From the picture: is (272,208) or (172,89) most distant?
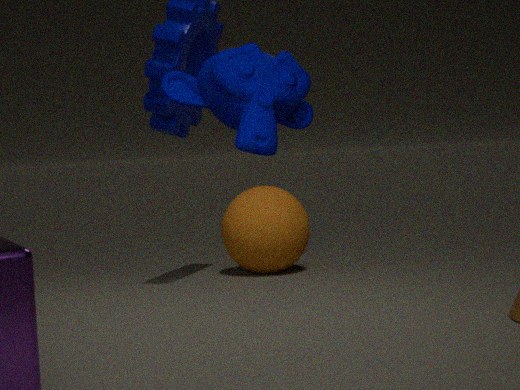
(272,208)
